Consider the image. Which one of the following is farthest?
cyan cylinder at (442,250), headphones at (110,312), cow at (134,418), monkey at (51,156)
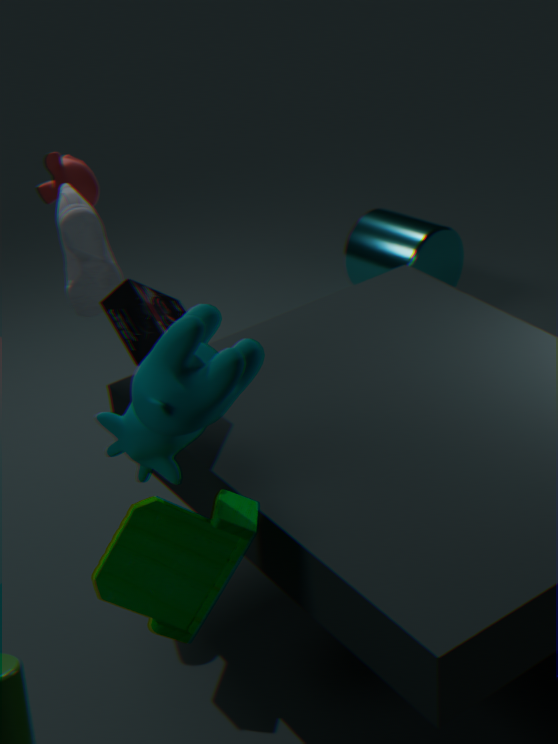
cyan cylinder at (442,250)
